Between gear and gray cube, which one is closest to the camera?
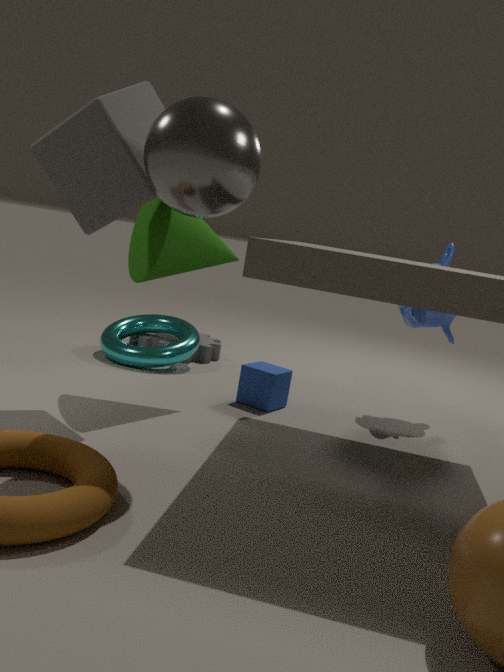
gray cube
